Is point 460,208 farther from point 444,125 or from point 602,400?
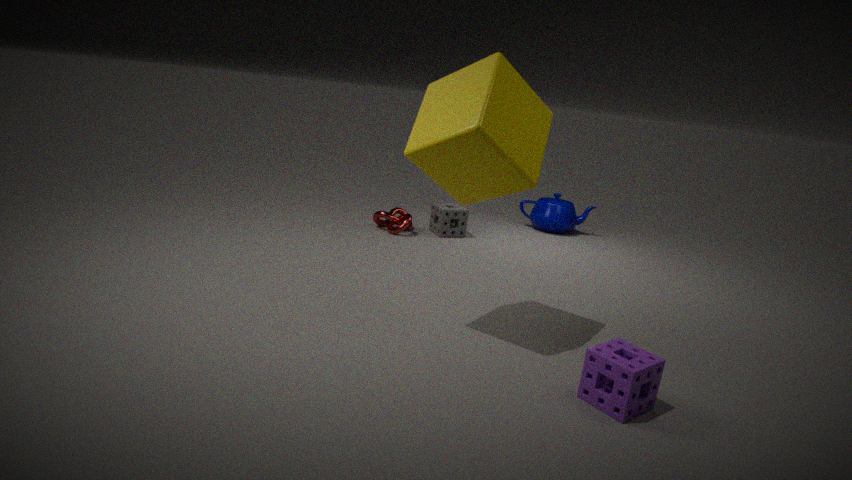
point 602,400
